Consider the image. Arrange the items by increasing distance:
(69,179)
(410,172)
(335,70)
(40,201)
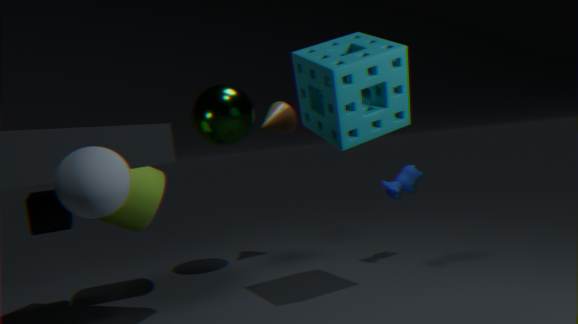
(69,179) < (335,70) < (40,201) < (410,172)
